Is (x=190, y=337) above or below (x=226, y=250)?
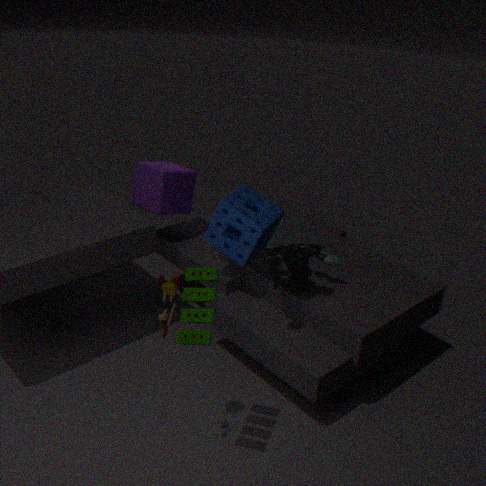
above
